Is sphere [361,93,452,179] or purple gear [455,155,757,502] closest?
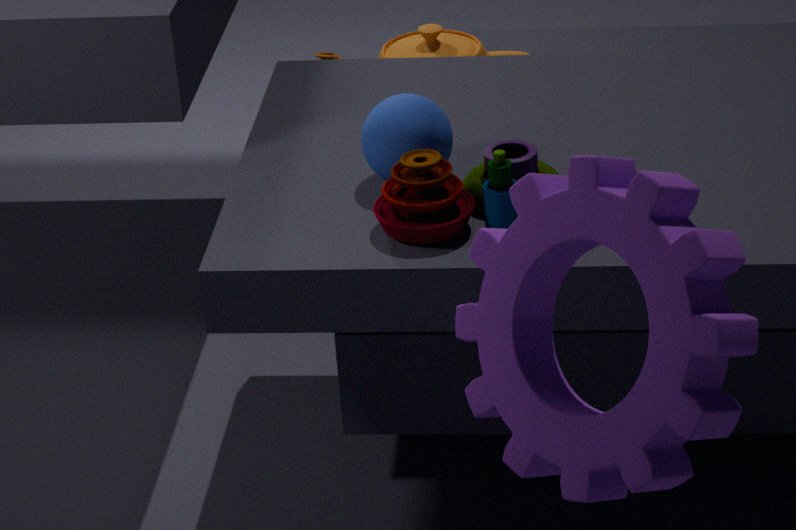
purple gear [455,155,757,502]
